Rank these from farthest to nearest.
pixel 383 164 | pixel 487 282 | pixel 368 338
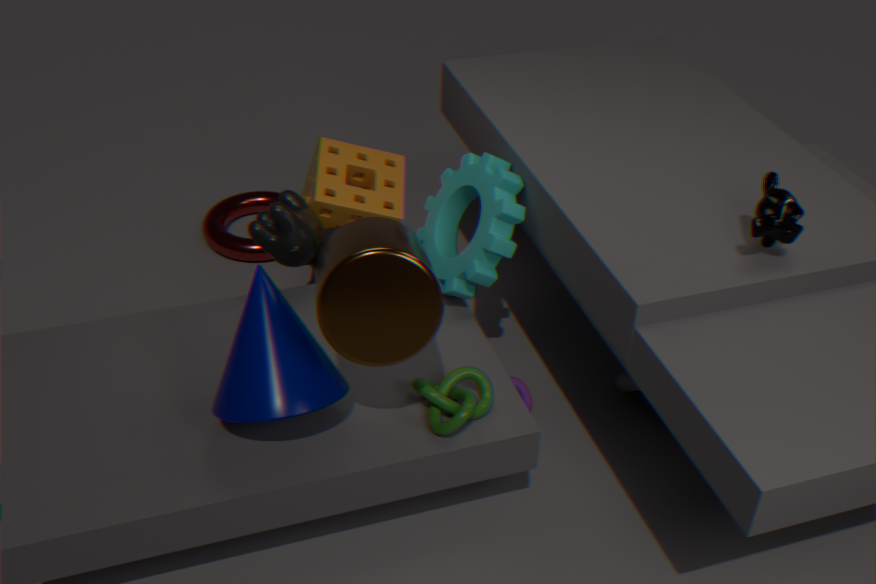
1. pixel 383 164
2. pixel 487 282
3. pixel 368 338
